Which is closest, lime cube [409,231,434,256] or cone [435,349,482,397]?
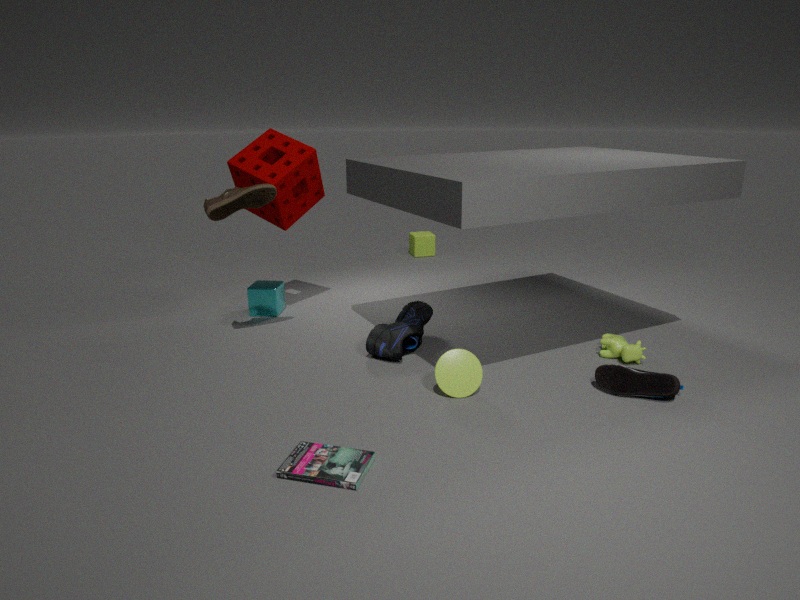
cone [435,349,482,397]
